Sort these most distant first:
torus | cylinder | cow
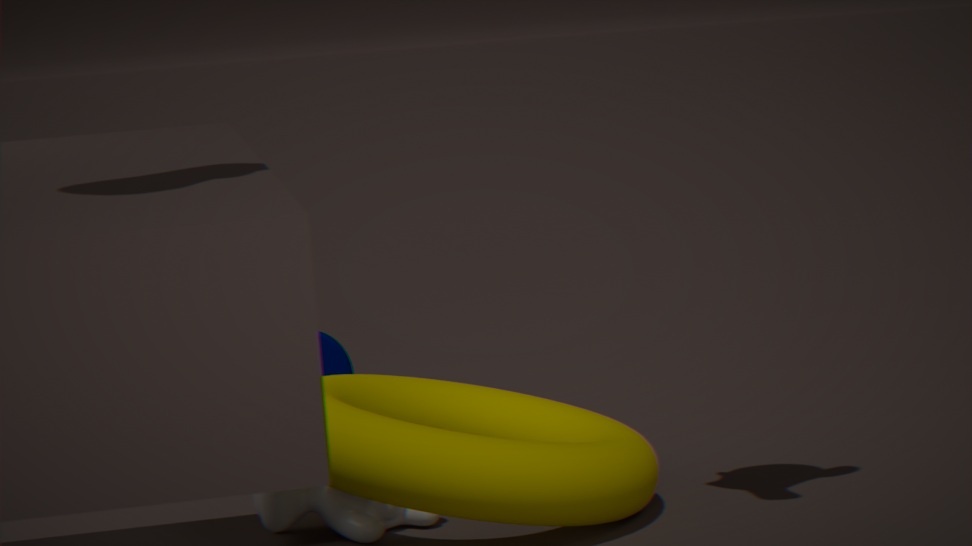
cylinder < cow < torus
